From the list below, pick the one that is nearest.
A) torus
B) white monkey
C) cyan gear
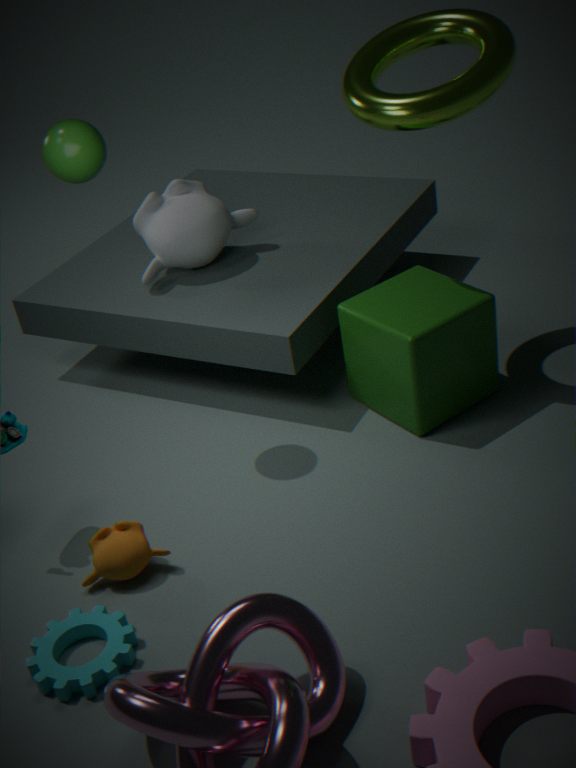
cyan gear
